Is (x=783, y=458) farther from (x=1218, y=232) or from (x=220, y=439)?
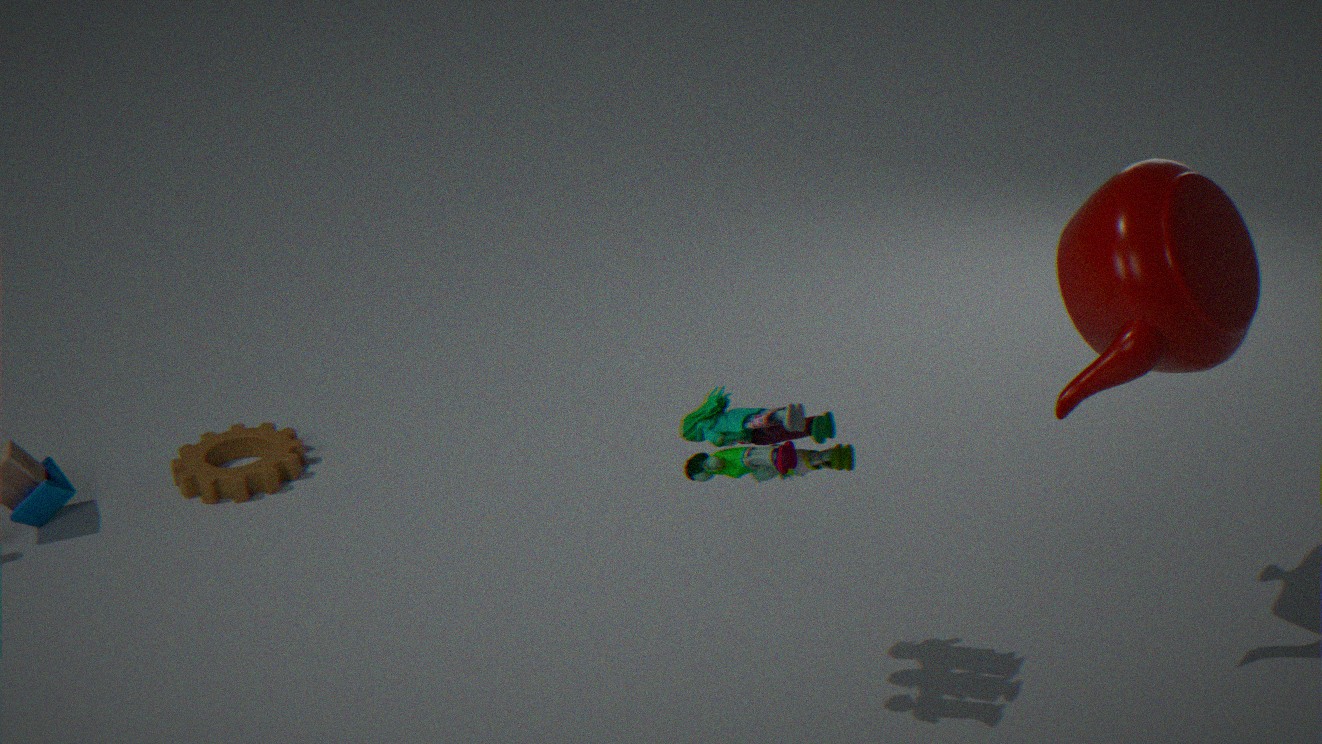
(x=220, y=439)
